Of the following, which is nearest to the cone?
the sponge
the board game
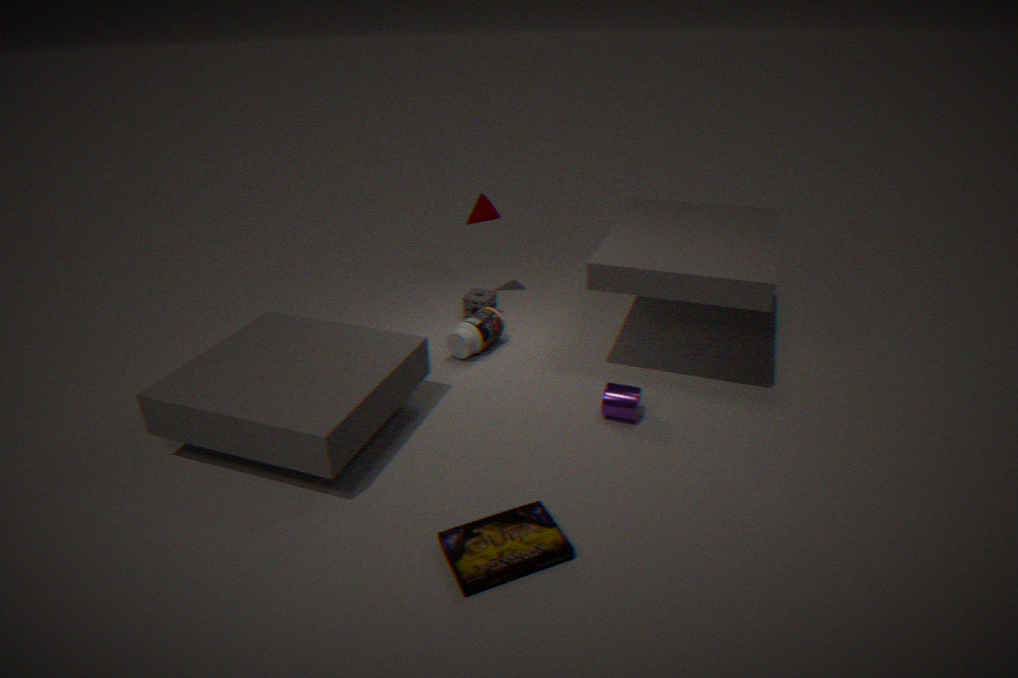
the sponge
